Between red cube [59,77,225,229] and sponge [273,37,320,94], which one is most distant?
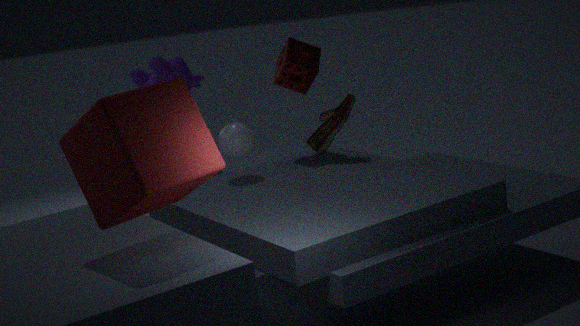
sponge [273,37,320,94]
